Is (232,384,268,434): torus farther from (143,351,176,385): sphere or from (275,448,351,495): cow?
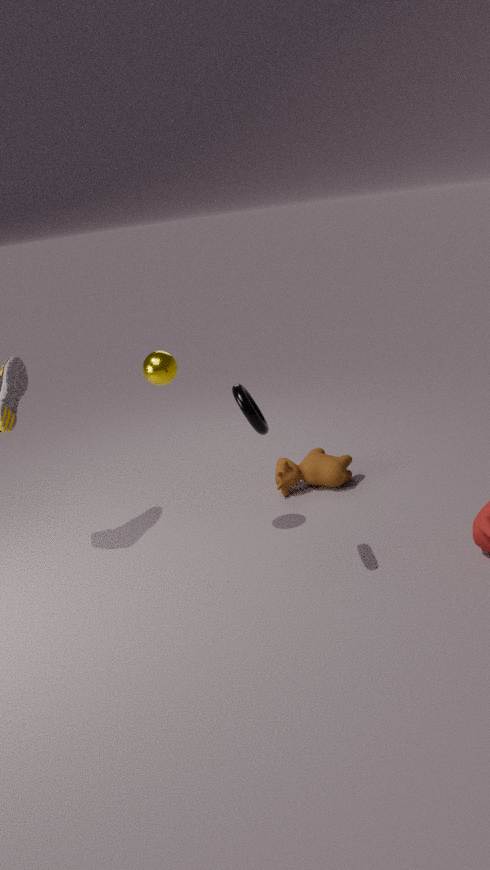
(275,448,351,495): cow
